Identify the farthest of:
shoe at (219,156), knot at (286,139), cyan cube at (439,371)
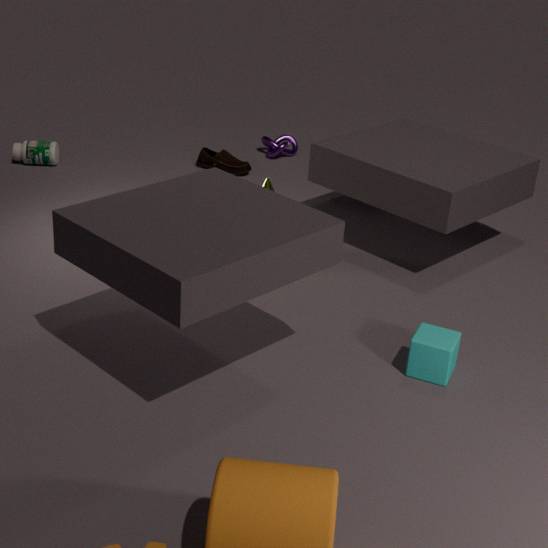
knot at (286,139)
